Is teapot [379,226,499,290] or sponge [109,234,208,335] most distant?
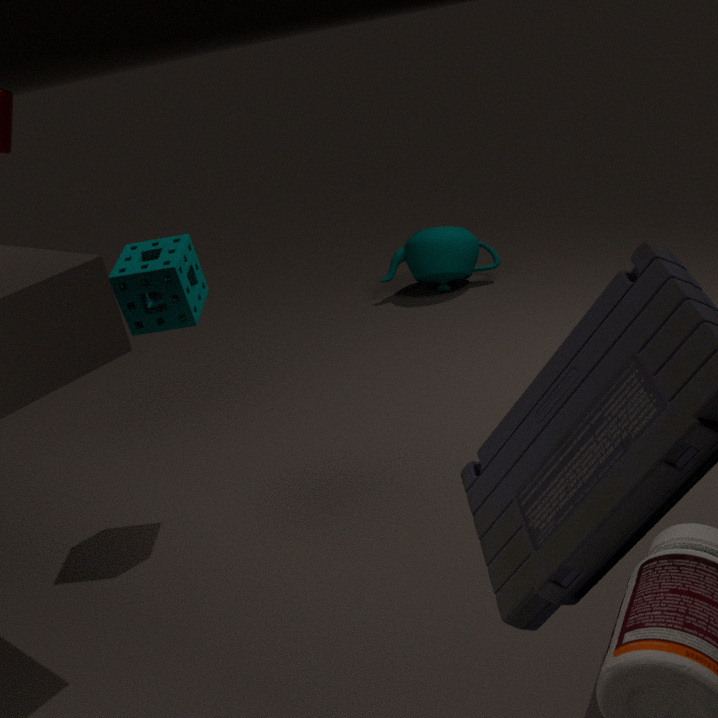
teapot [379,226,499,290]
